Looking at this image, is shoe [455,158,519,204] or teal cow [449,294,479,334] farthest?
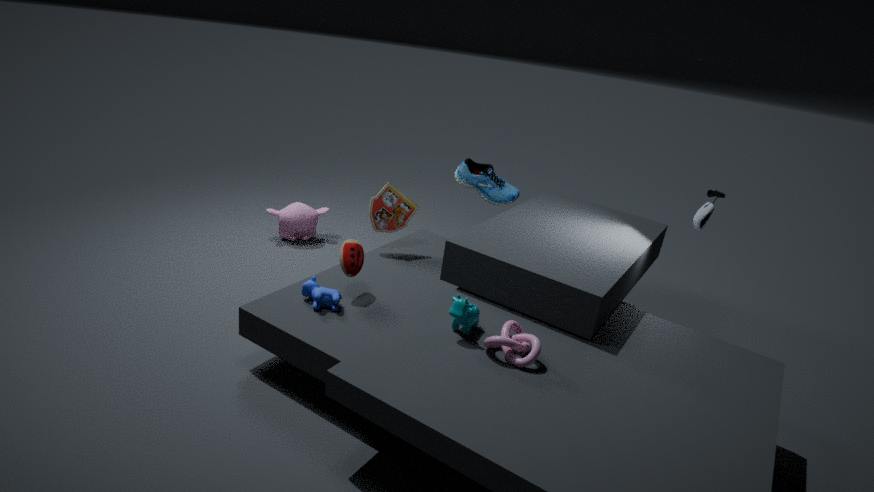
shoe [455,158,519,204]
